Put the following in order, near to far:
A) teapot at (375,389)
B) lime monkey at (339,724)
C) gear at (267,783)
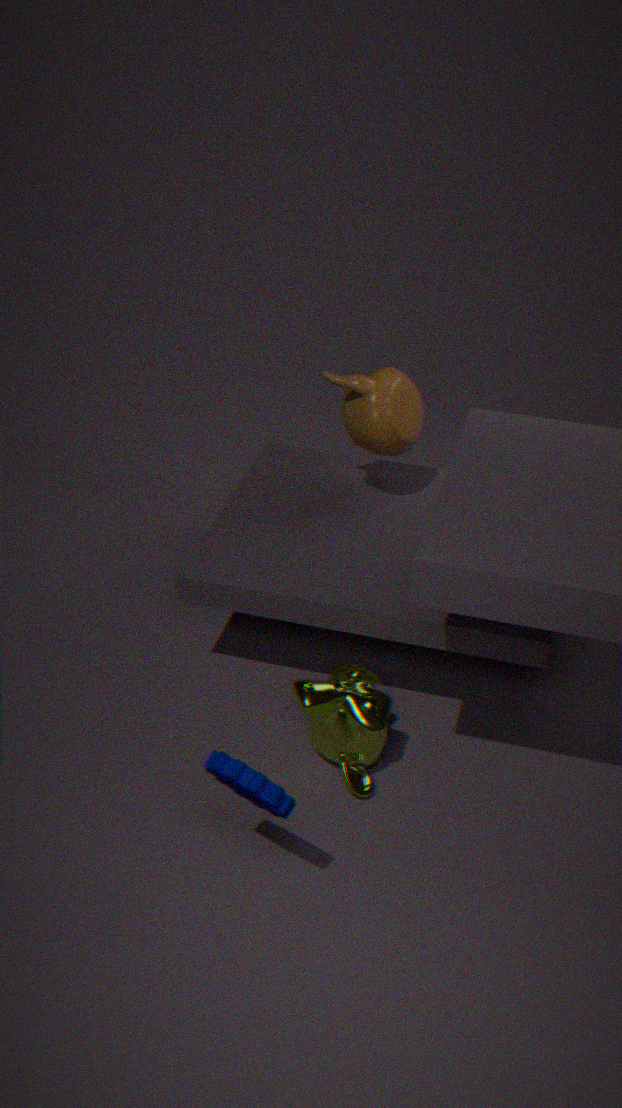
gear at (267,783) < lime monkey at (339,724) < teapot at (375,389)
